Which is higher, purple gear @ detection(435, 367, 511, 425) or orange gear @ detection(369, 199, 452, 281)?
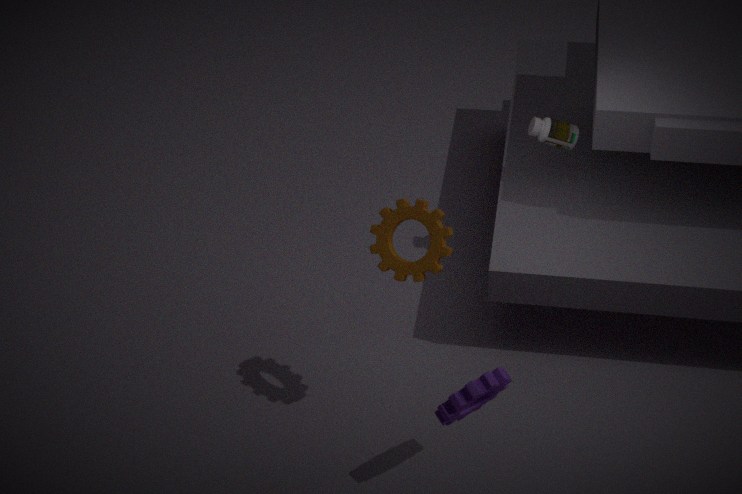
orange gear @ detection(369, 199, 452, 281)
